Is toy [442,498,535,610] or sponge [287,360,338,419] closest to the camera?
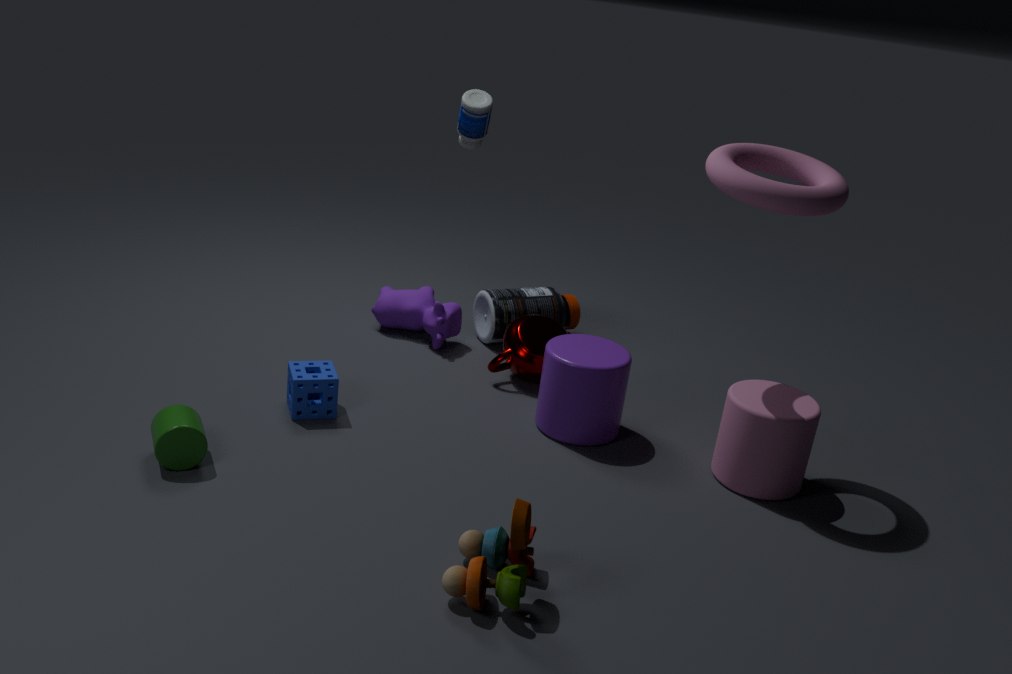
toy [442,498,535,610]
